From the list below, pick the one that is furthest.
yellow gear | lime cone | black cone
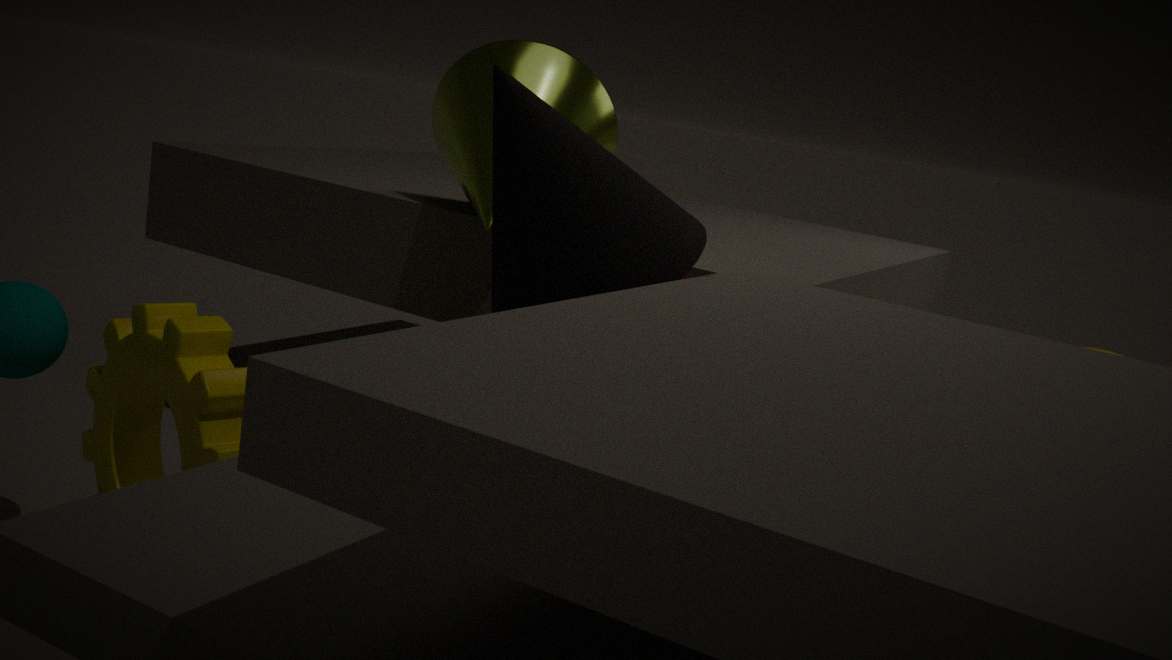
lime cone
